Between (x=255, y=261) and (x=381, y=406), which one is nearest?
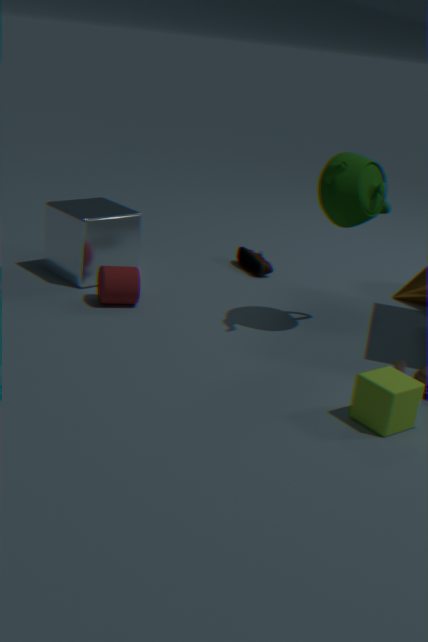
(x=381, y=406)
